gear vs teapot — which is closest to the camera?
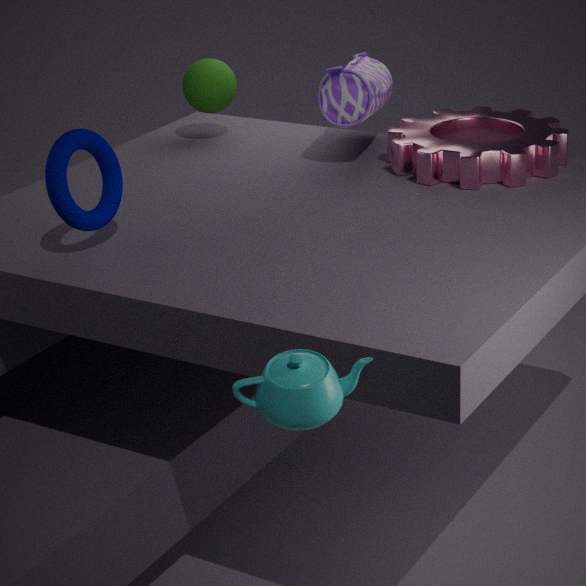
teapot
